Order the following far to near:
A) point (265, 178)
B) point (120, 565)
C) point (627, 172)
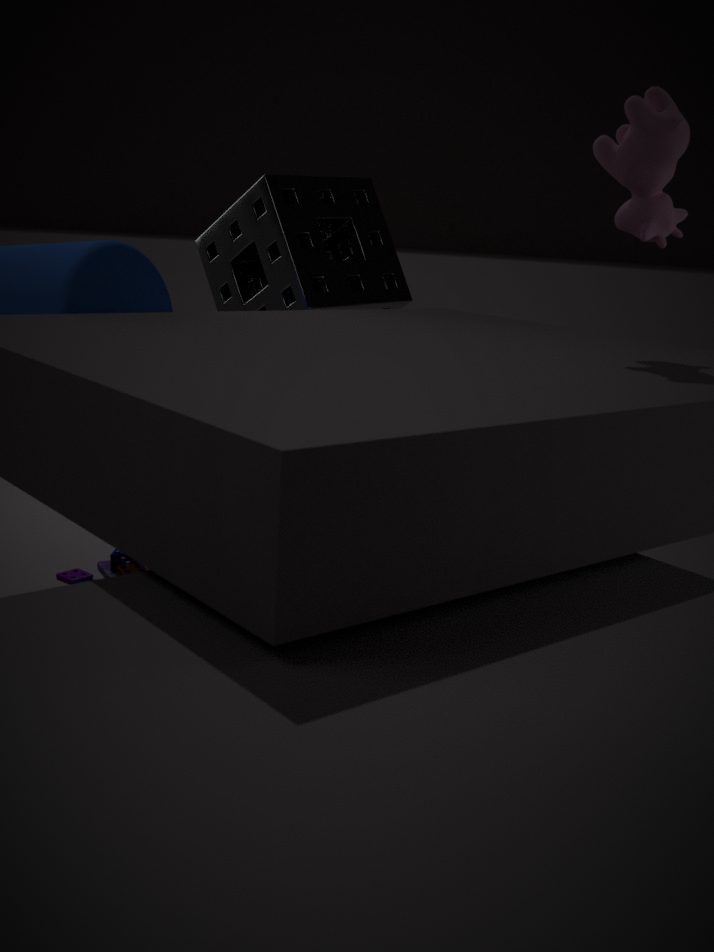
1. point (120, 565)
2. point (265, 178)
3. point (627, 172)
